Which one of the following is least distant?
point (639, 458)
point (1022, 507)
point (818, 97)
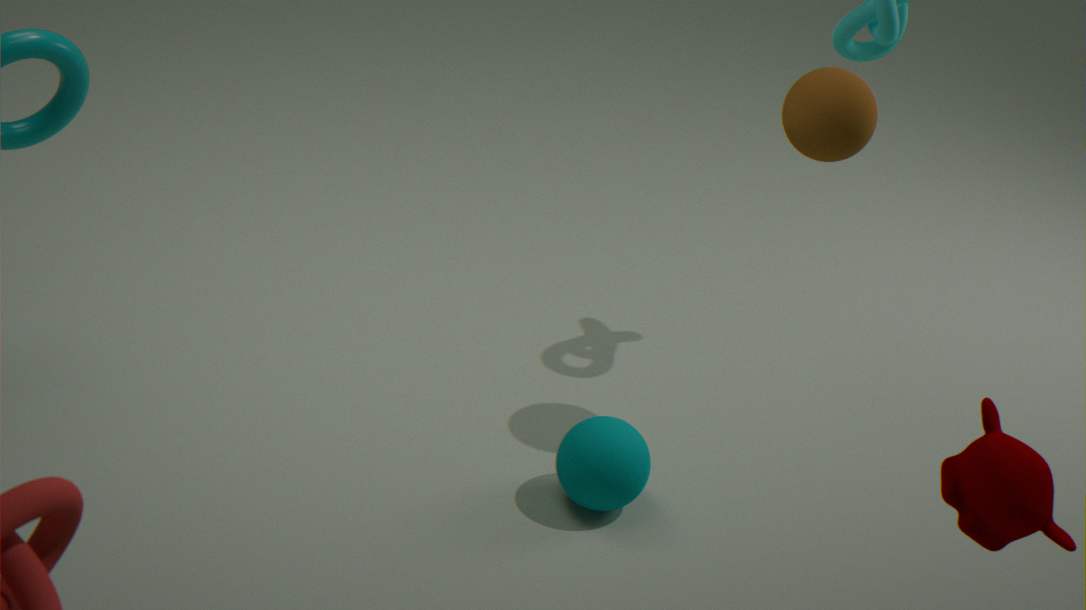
point (1022, 507)
